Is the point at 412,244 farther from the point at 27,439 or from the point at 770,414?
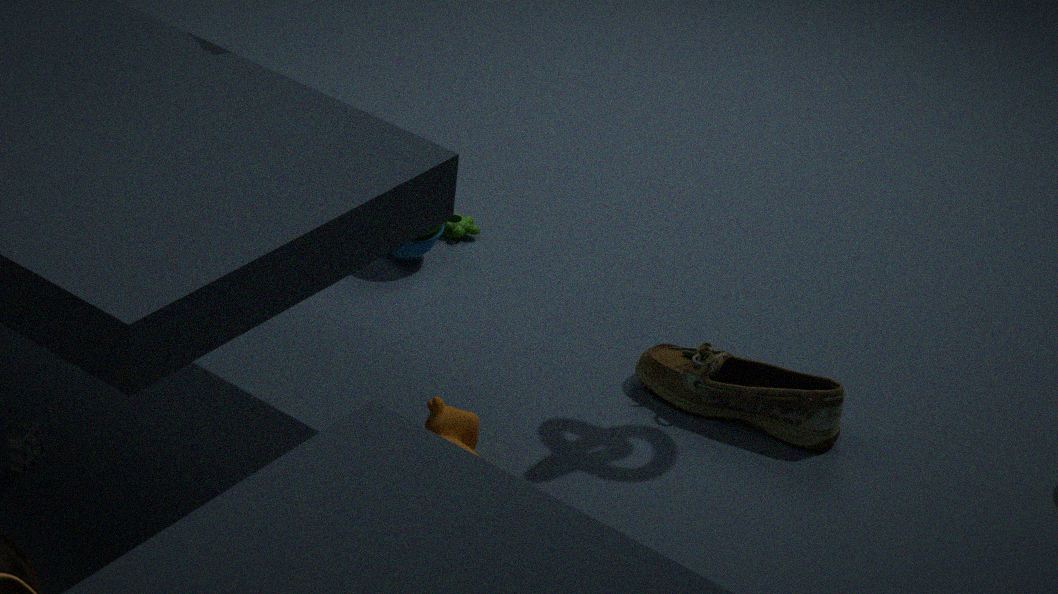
the point at 27,439
